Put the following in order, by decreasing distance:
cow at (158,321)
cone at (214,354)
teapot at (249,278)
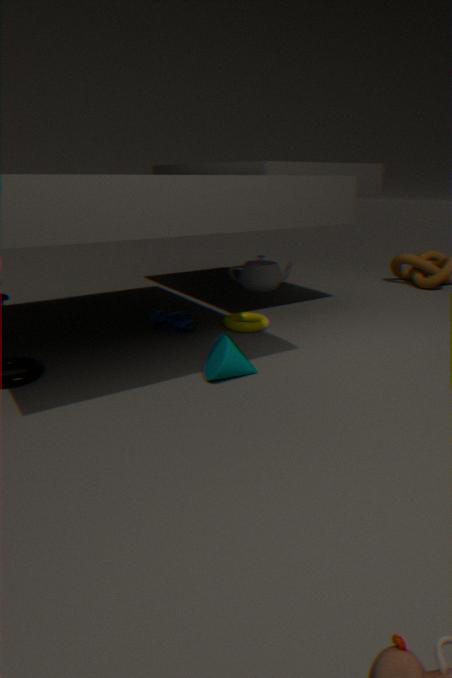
teapot at (249,278) → cow at (158,321) → cone at (214,354)
